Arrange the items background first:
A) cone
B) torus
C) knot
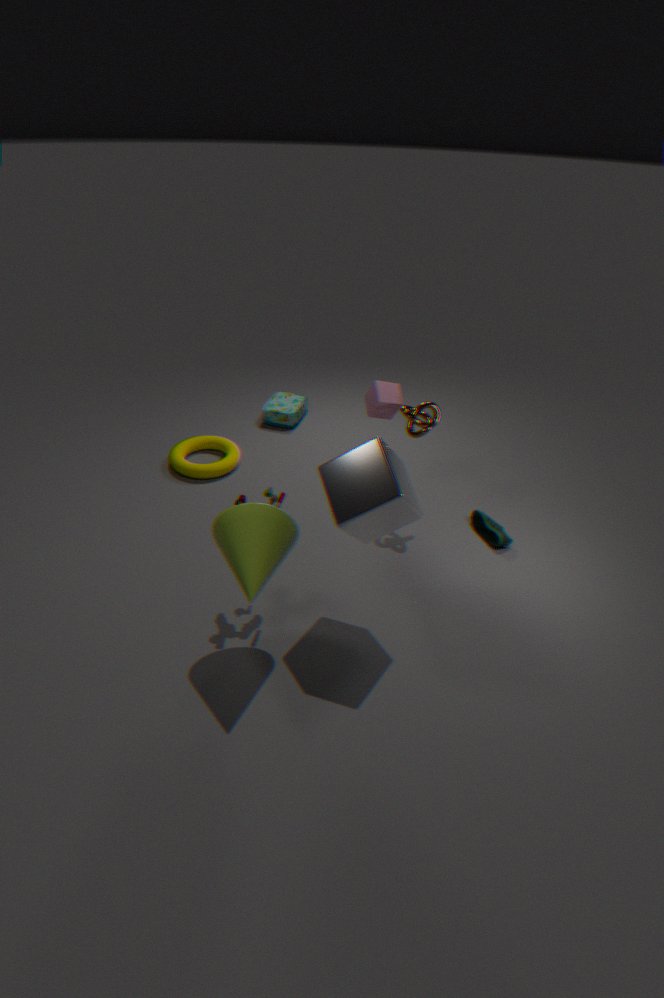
torus → knot → cone
